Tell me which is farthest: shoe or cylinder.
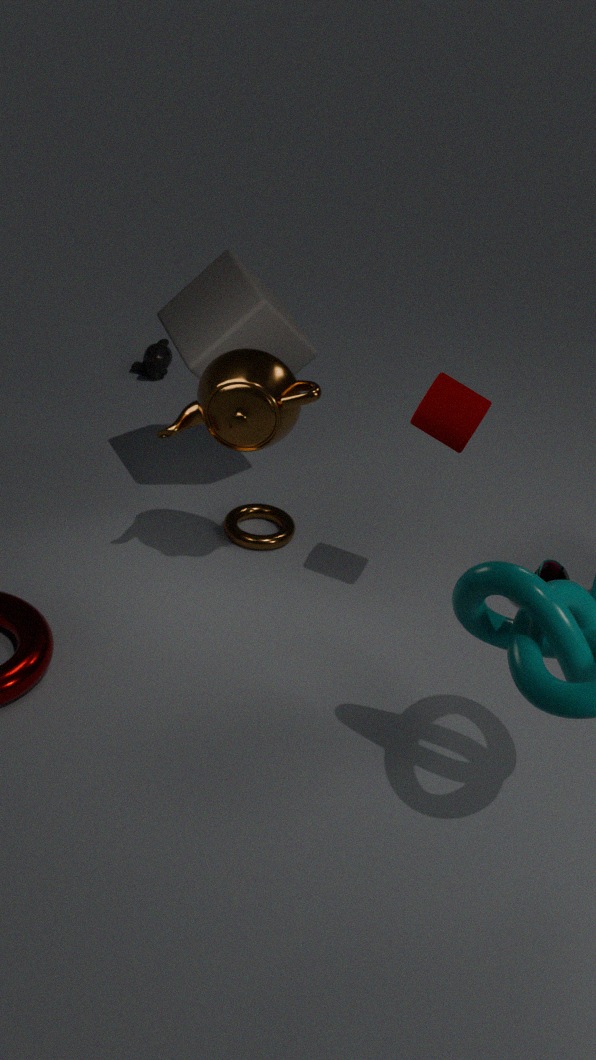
shoe
